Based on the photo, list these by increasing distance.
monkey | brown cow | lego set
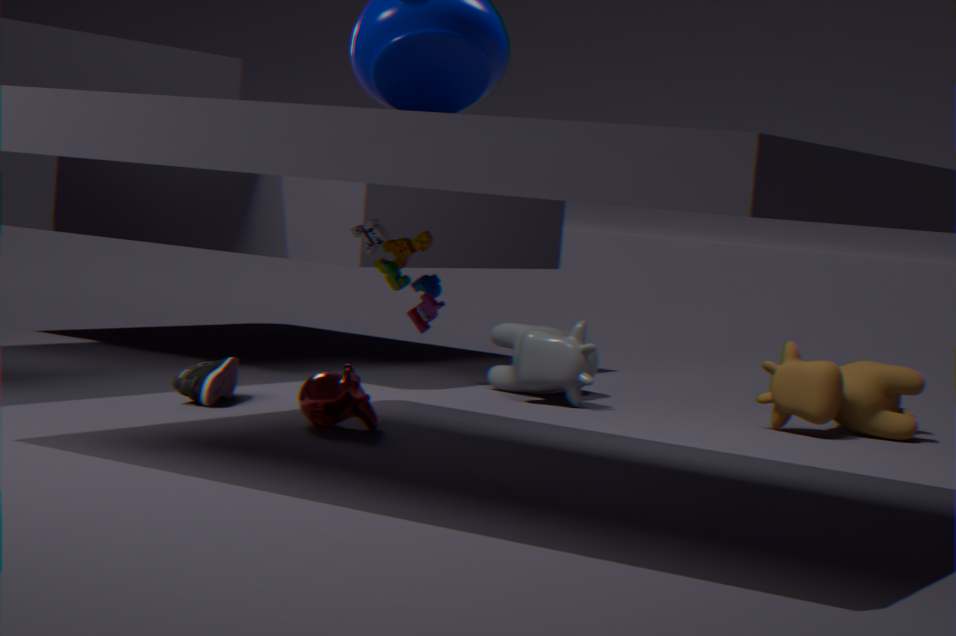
lego set
monkey
brown cow
